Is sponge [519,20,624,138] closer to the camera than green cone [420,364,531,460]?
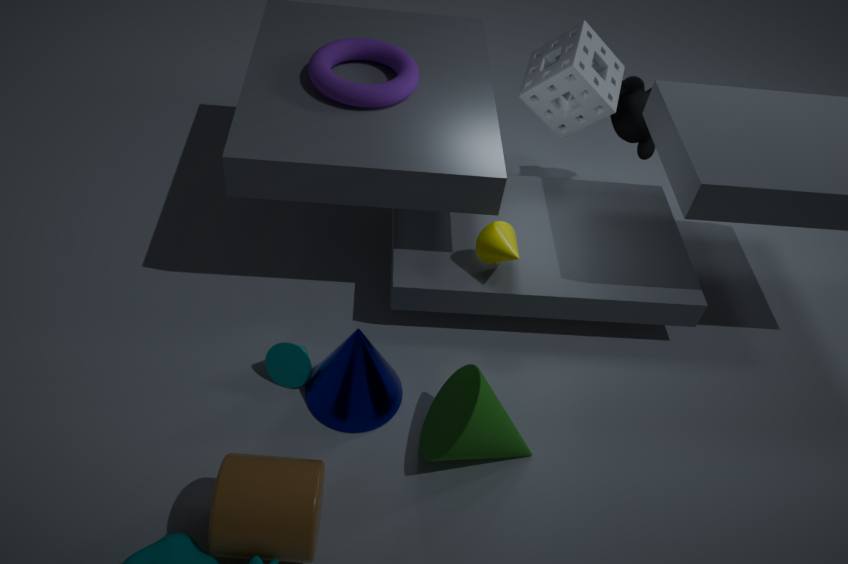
No
